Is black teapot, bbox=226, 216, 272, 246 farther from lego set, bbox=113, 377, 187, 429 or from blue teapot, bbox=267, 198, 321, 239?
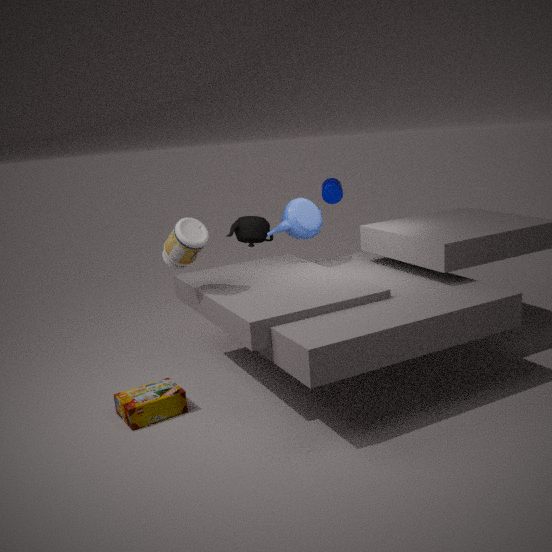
lego set, bbox=113, 377, 187, 429
